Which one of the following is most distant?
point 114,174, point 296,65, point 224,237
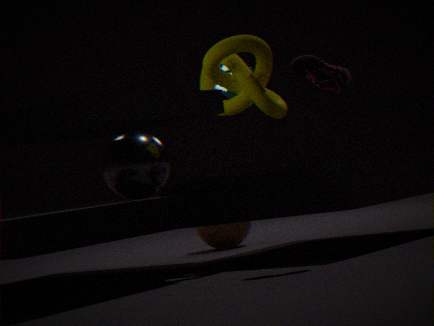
point 224,237
